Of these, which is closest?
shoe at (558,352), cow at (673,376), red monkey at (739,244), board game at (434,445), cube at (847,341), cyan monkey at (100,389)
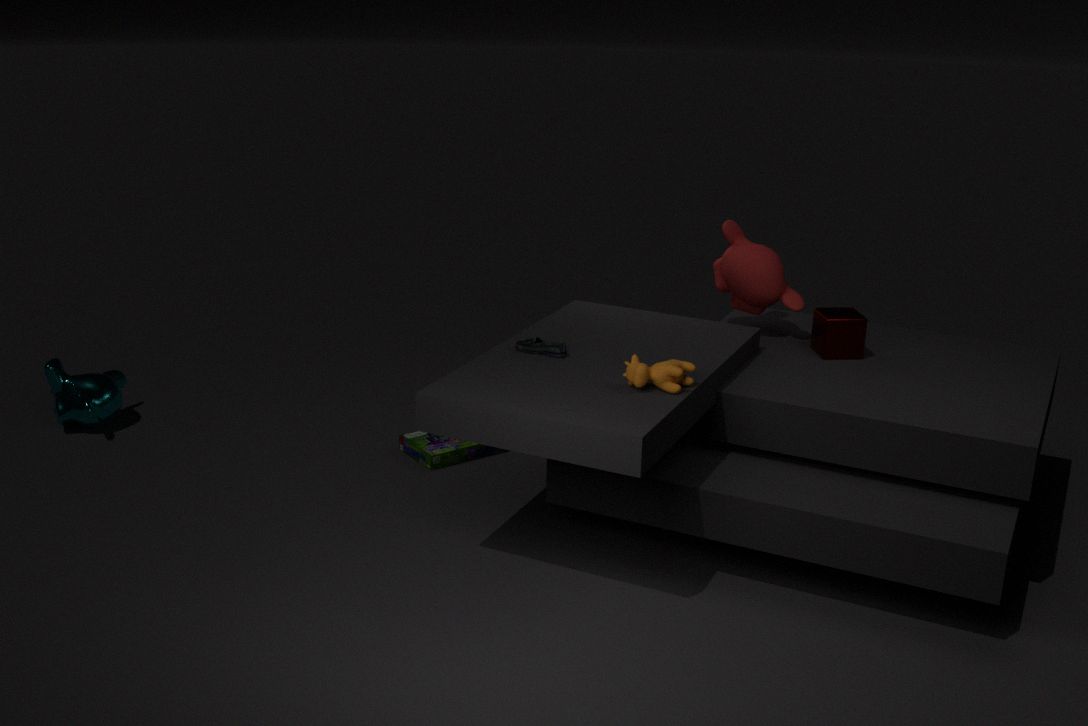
cow at (673,376)
